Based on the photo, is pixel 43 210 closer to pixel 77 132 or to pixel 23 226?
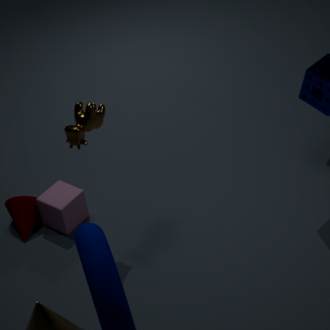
pixel 23 226
